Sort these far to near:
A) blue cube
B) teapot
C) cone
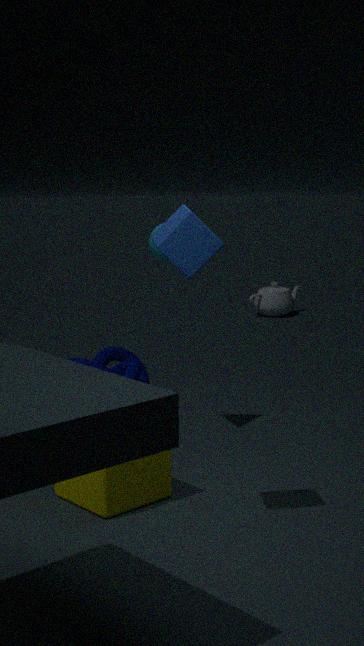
teapot
cone
blue cube
